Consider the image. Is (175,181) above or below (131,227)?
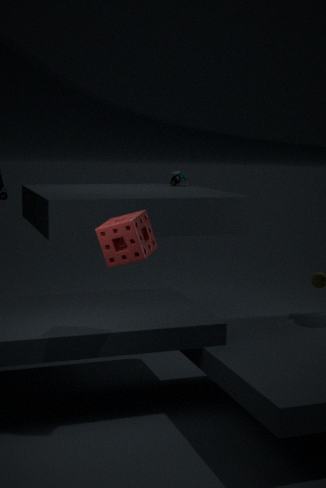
above
